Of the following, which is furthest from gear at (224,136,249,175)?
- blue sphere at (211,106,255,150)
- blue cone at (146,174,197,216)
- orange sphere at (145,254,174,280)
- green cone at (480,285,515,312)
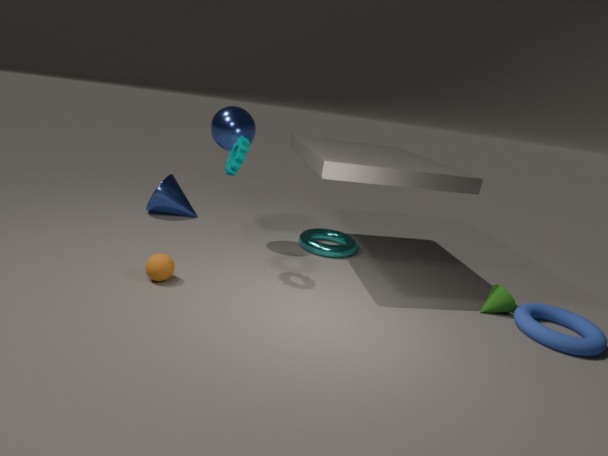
green cone at (480,285,515,312)
